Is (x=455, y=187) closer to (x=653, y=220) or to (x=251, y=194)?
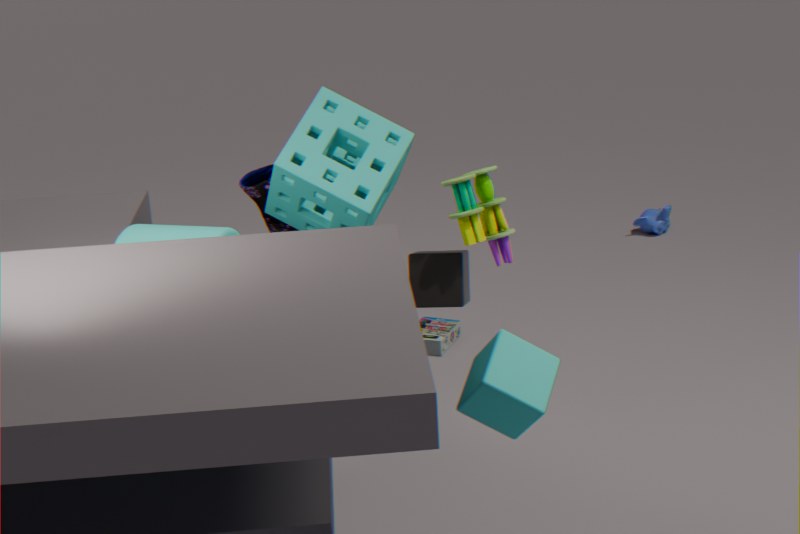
(x=251, y=194)
